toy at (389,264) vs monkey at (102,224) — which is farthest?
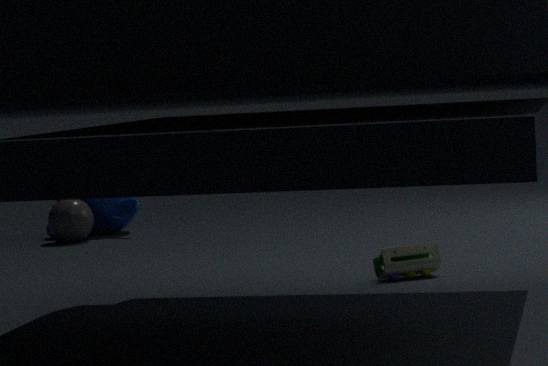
monkey at (102,224)
